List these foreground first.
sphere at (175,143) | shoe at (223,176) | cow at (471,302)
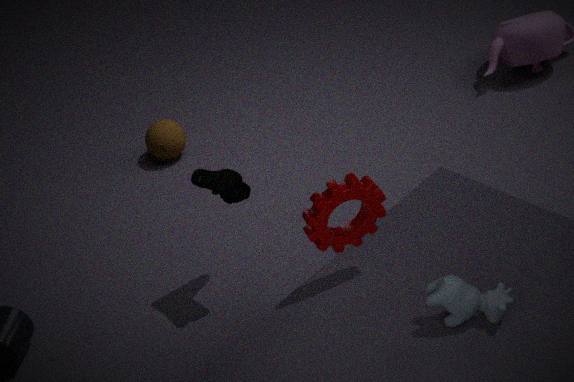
cow at (471,302)
shoe at (223,176)
sphere at (175,143)
